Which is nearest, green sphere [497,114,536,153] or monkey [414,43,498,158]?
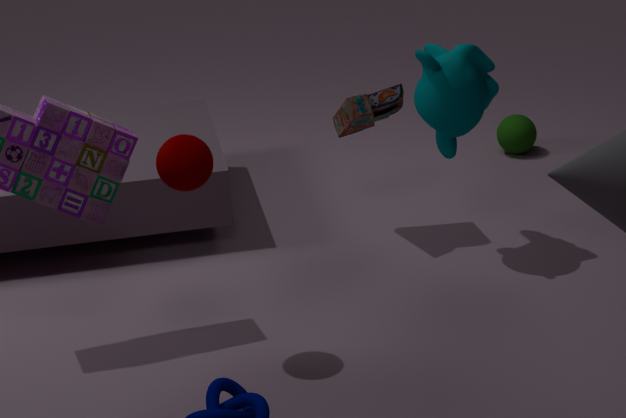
monkey [414,43,498,158]
